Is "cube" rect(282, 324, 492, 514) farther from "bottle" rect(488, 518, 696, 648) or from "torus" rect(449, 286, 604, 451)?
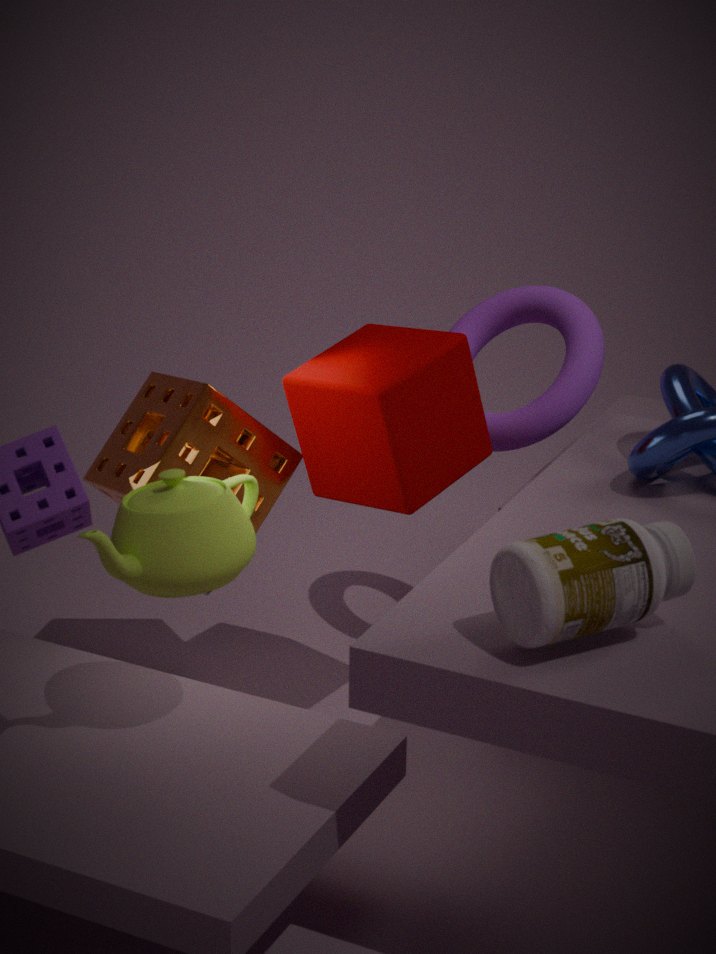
"bottle" rect(488, 518, 696, 648)
